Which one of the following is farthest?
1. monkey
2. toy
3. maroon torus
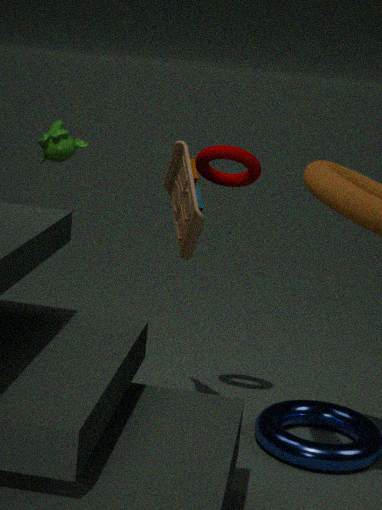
monkey
